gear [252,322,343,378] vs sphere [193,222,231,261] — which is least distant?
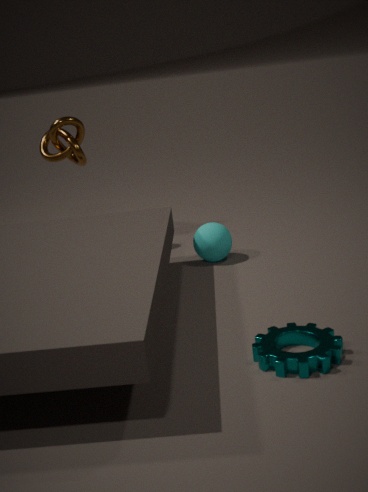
gear [252,322,343,378]
